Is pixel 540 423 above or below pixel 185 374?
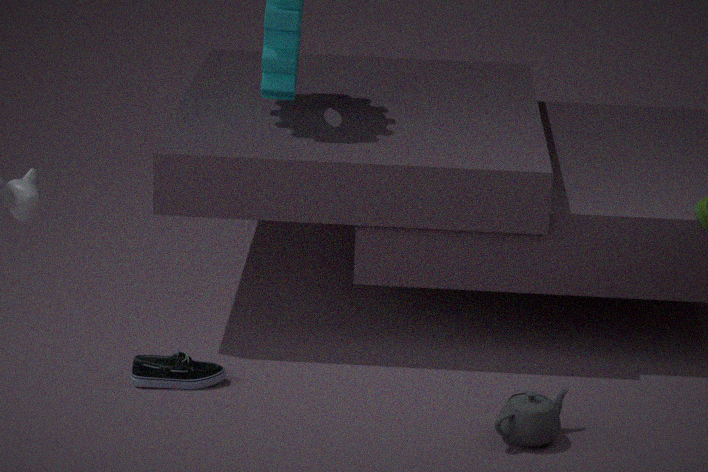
above
